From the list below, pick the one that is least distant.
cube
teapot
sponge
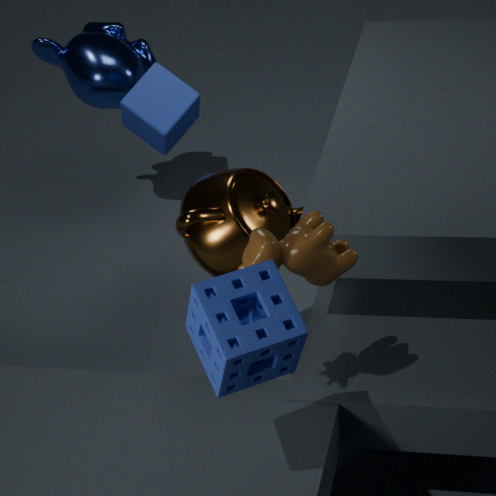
sponge
